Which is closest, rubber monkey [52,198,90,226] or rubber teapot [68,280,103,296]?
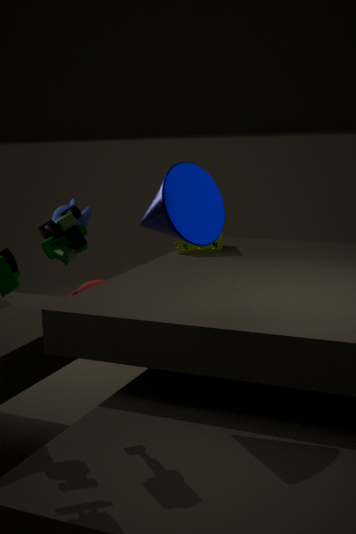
rubber teapot [68,280,103,296]
